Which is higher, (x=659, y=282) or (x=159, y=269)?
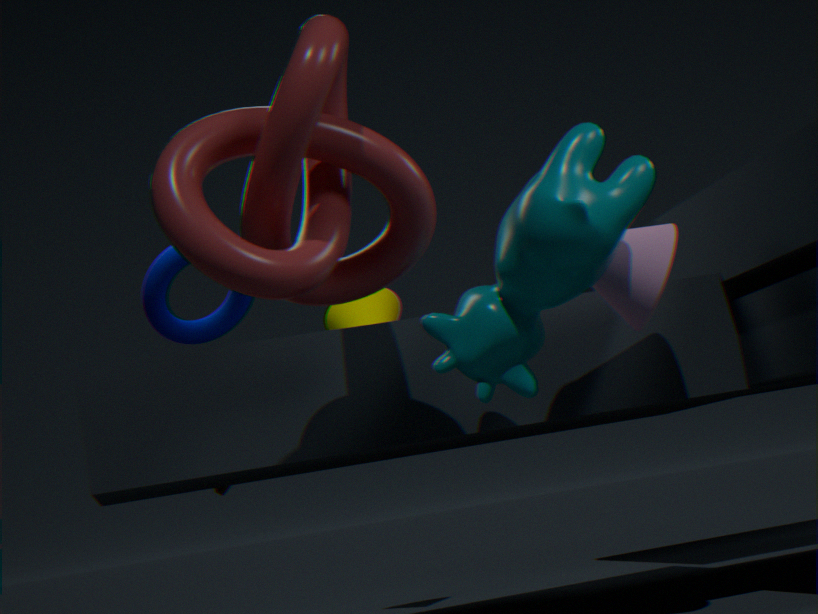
(x=159, y=269)
